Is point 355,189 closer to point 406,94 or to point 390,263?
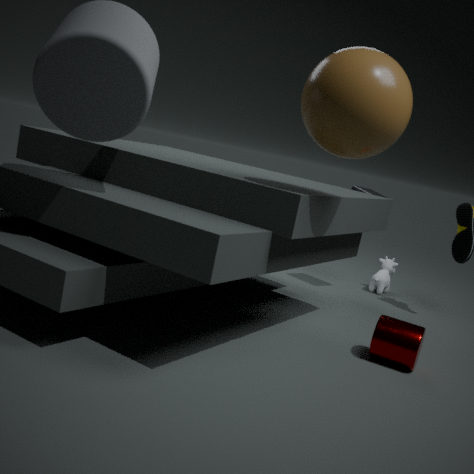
point 390,263
